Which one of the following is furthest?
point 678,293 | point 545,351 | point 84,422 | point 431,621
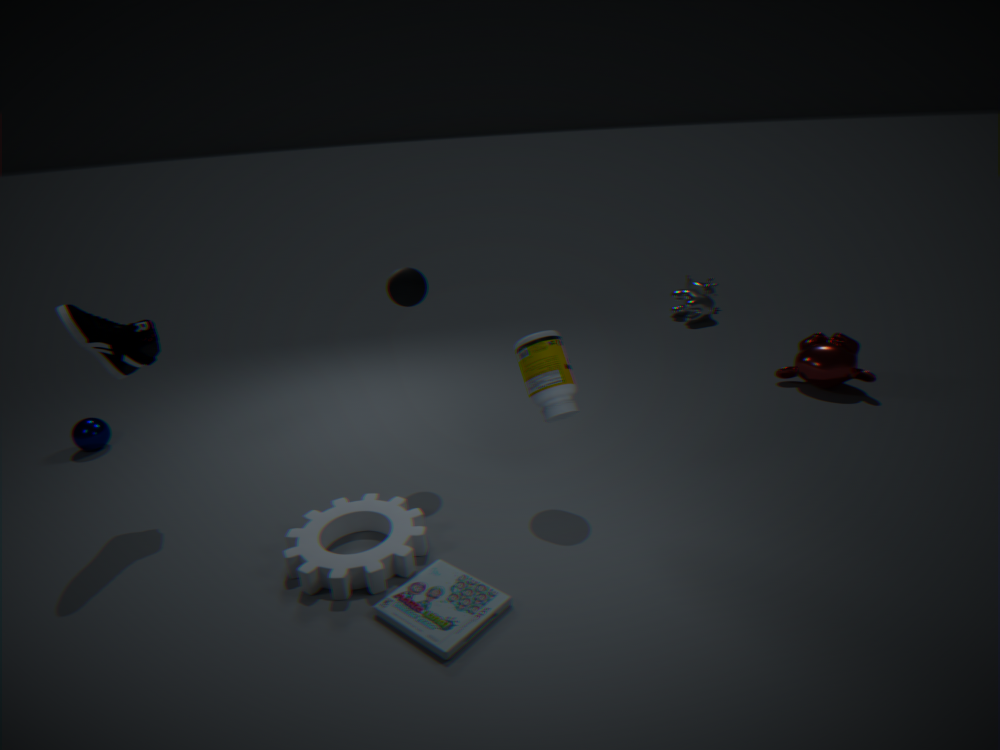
point 678,293
